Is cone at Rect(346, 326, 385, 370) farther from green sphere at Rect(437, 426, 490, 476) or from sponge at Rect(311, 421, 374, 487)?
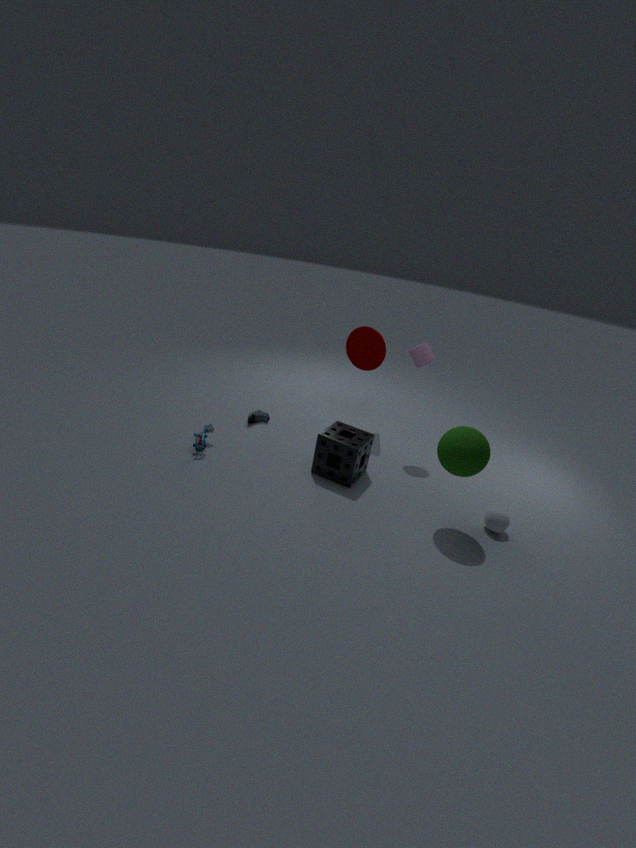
green sphere at Rect(437, 426, 490, 476)
